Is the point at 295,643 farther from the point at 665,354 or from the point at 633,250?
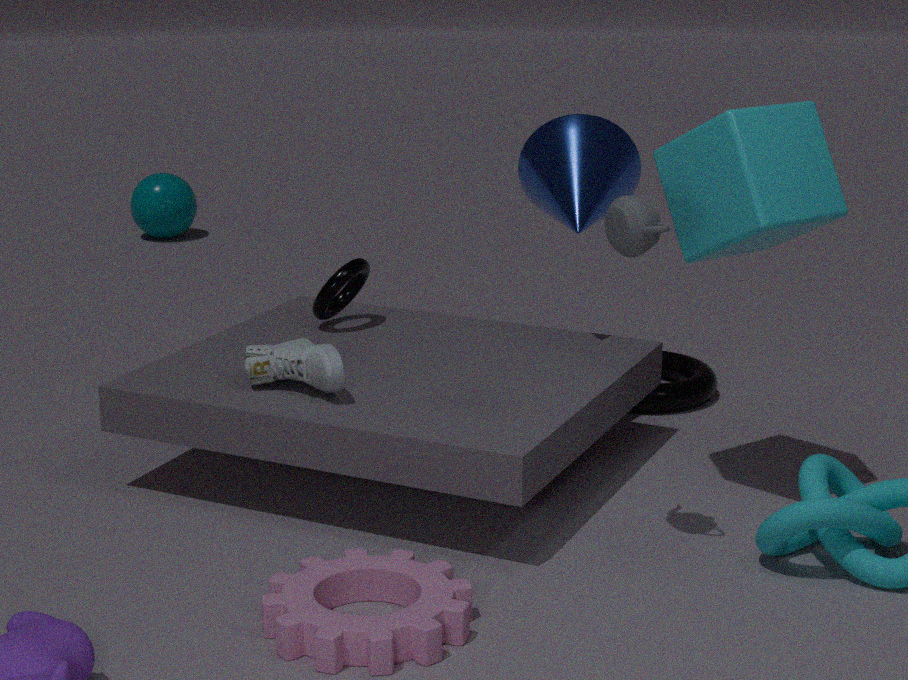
the point at 665,354
